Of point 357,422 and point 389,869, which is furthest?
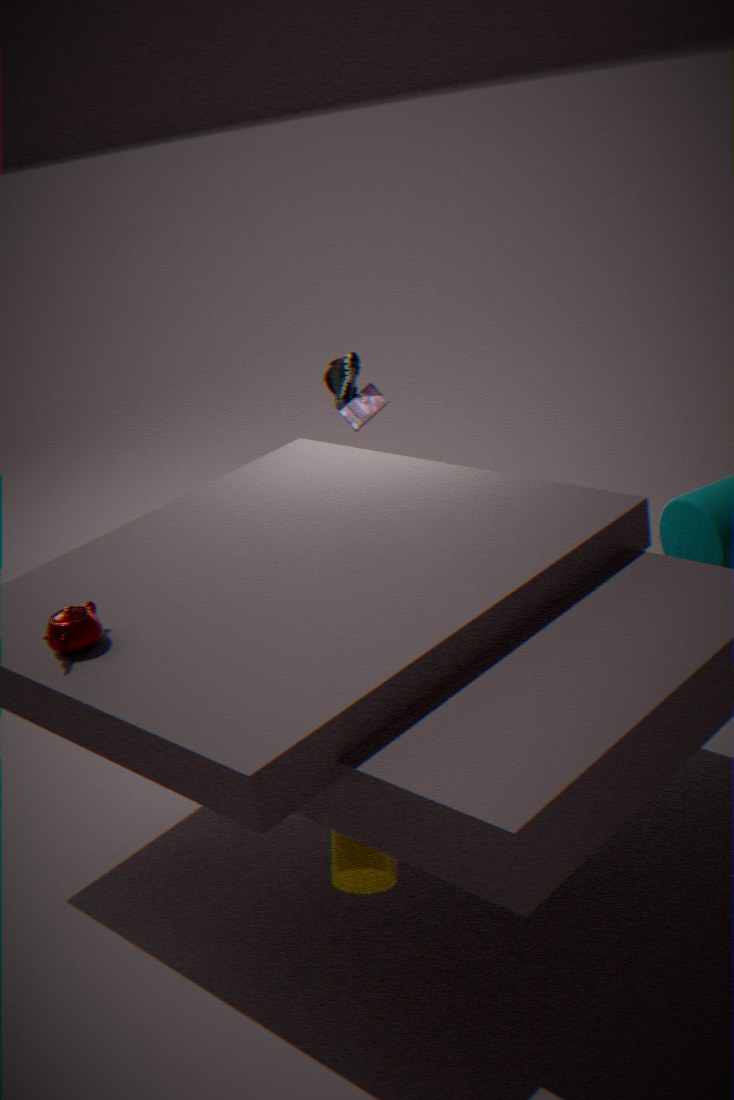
point 357,422
